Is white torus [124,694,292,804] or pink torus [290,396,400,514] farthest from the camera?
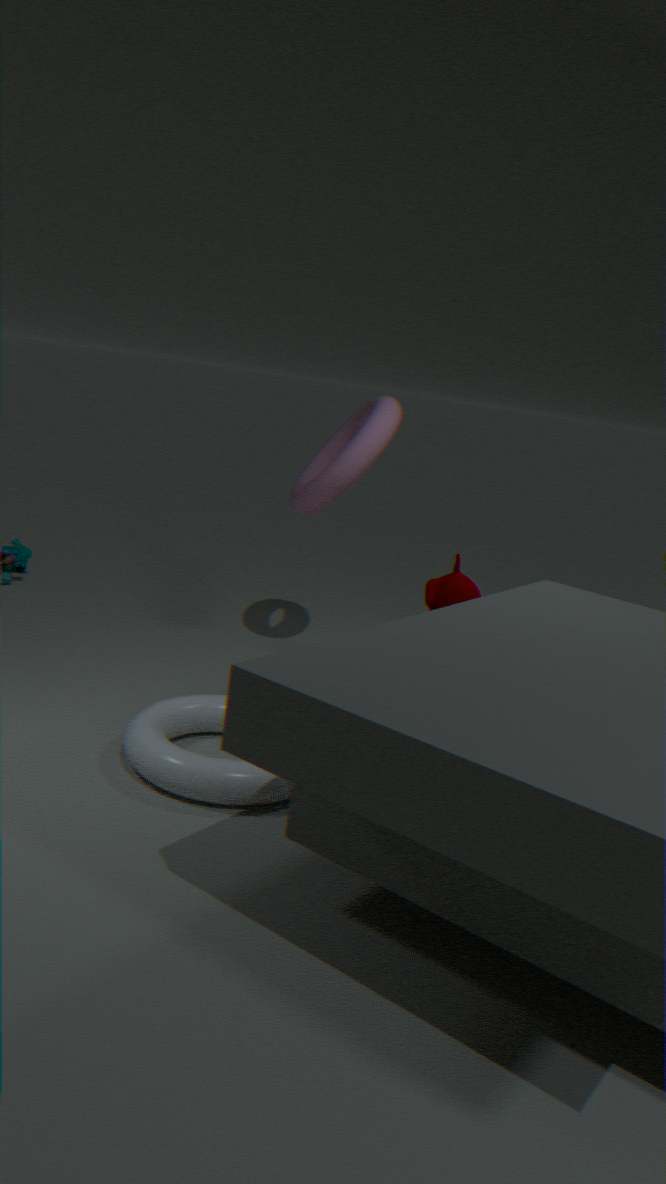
pink torus [290,396,400,514]
